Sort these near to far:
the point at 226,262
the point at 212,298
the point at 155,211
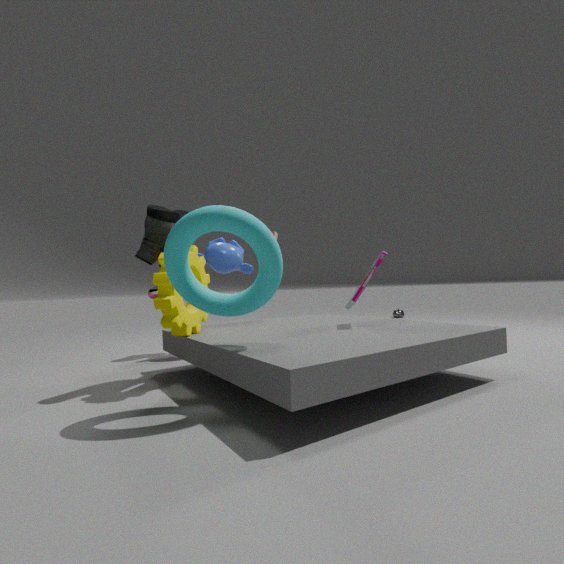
1. the point at 212,298
2. the point at 155,211
3. the point at 226,262
